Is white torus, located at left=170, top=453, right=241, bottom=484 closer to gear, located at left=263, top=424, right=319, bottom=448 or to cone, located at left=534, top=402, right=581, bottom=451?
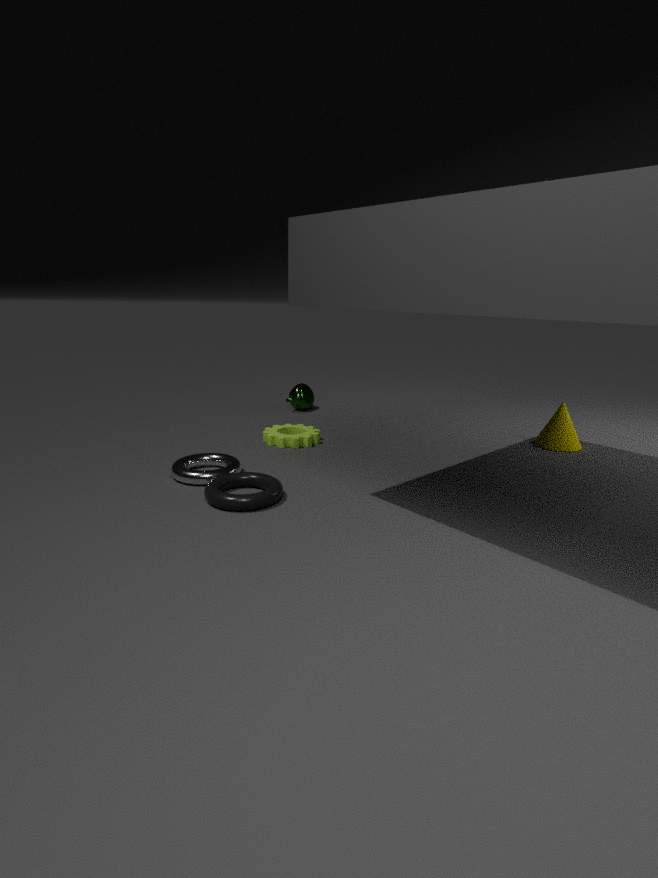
gear, located at left=263, top=424, right=319, bottom=448
